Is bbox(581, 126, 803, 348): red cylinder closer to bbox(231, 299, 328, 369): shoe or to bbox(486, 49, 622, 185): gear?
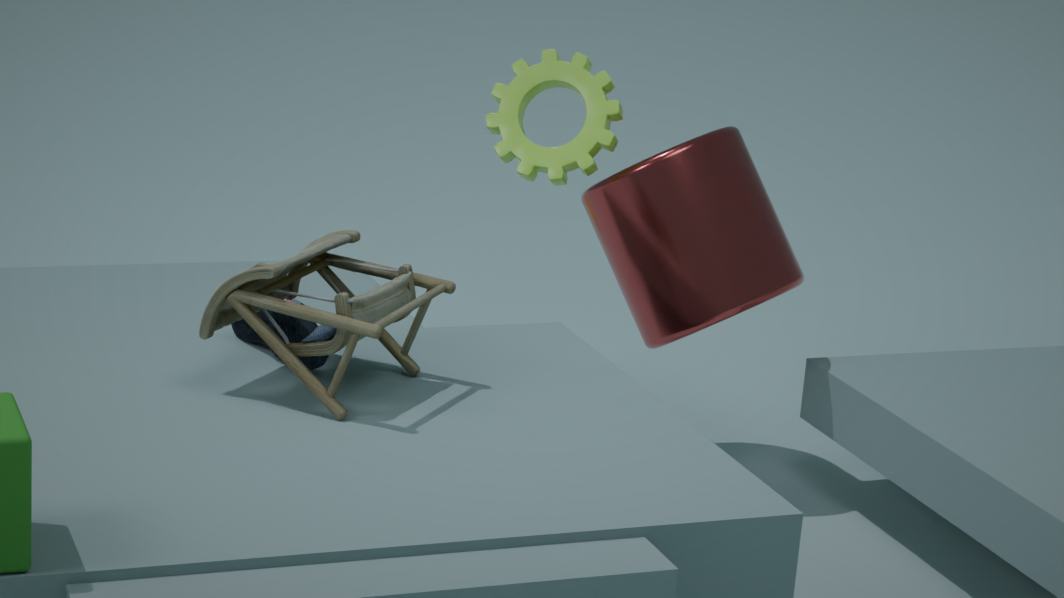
bbox(486, 49, 622, 185): gear
